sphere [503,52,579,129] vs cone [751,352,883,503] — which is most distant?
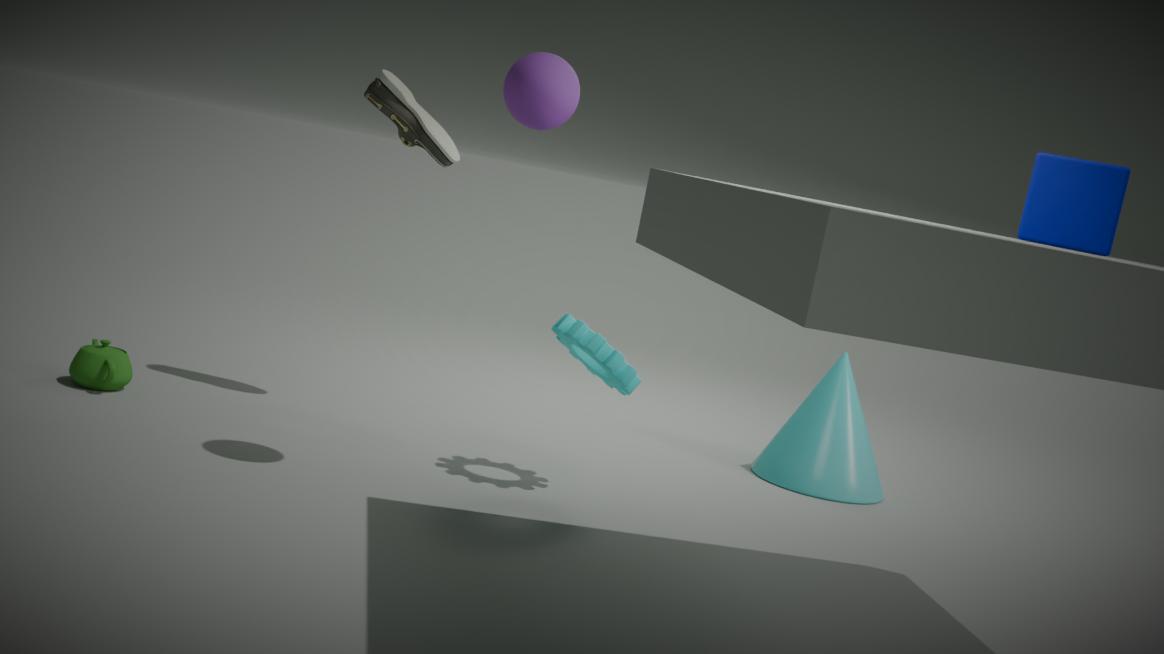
cone [751,352,883,503]
